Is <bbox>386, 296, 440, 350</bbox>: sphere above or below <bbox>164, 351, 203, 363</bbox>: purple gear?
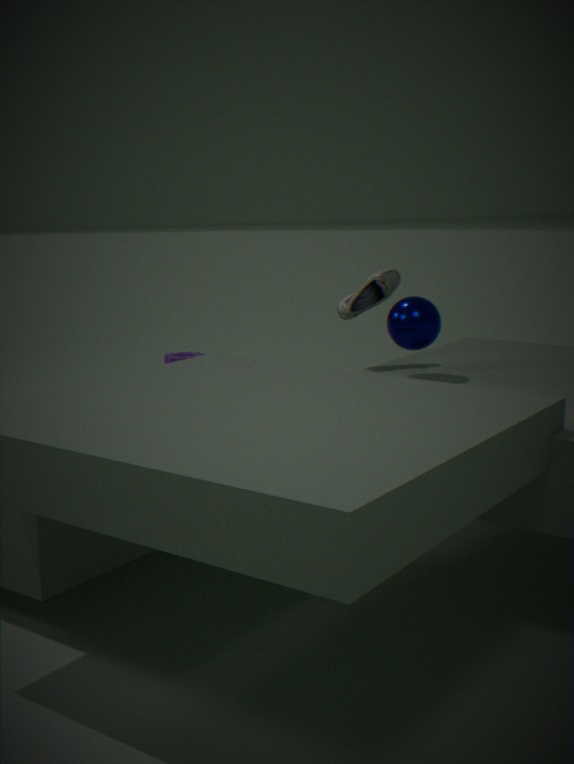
above
